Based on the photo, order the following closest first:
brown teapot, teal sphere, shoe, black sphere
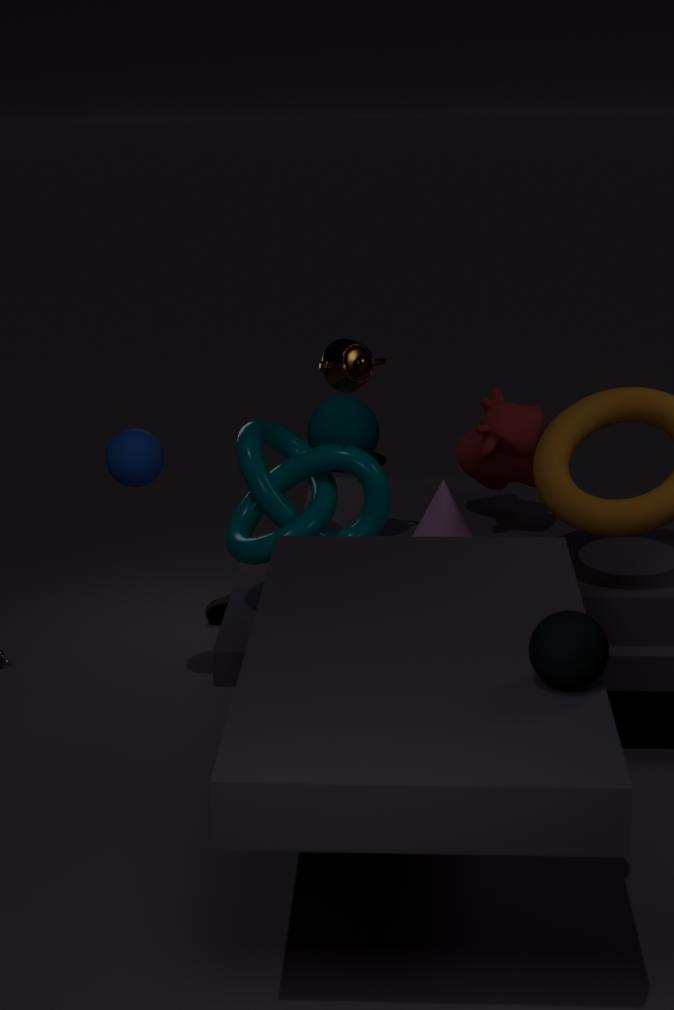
black sphere
brown teapot
shoe
teal sphere
